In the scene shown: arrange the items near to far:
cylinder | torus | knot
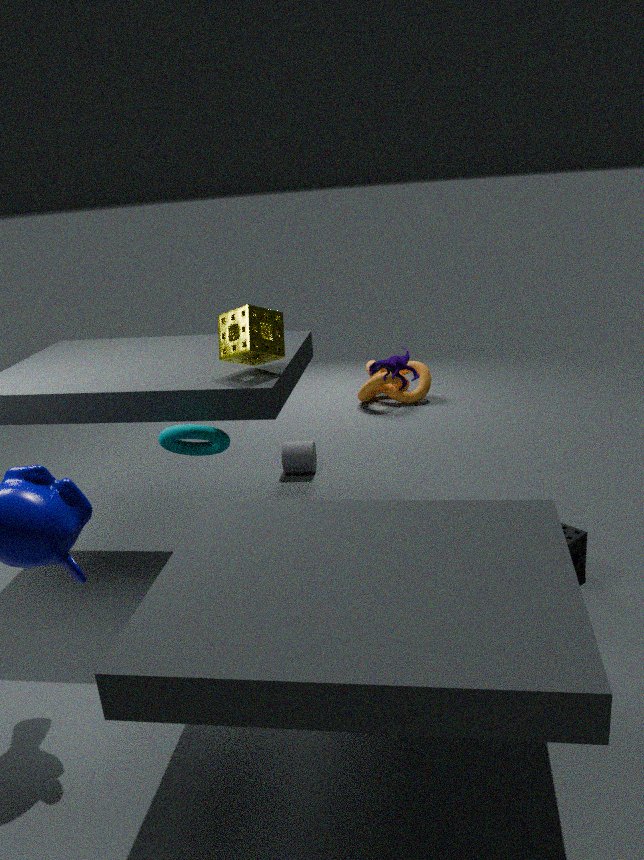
torus, cylinder, knot
